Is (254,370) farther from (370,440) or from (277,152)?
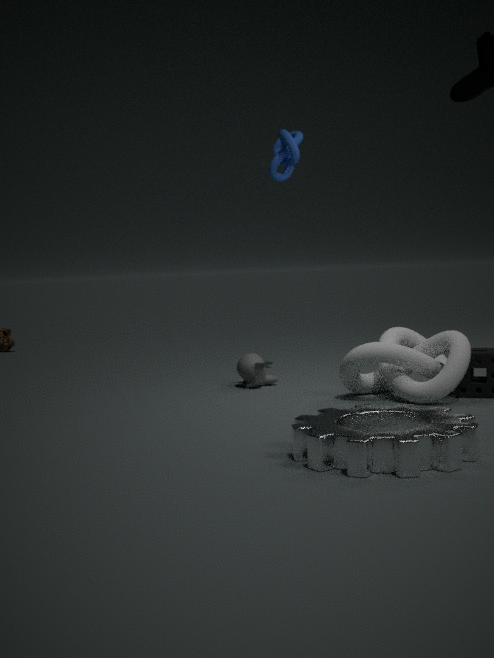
(370,440)
